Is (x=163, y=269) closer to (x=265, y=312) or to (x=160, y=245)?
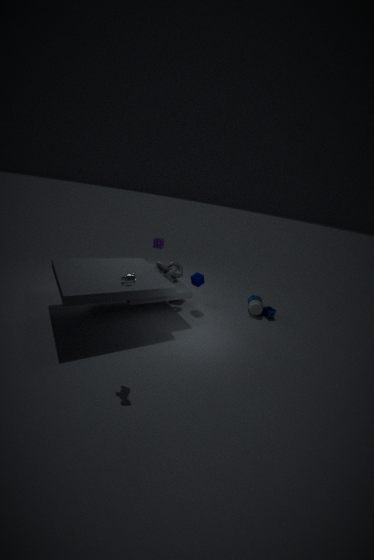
(x=160, y=245)
